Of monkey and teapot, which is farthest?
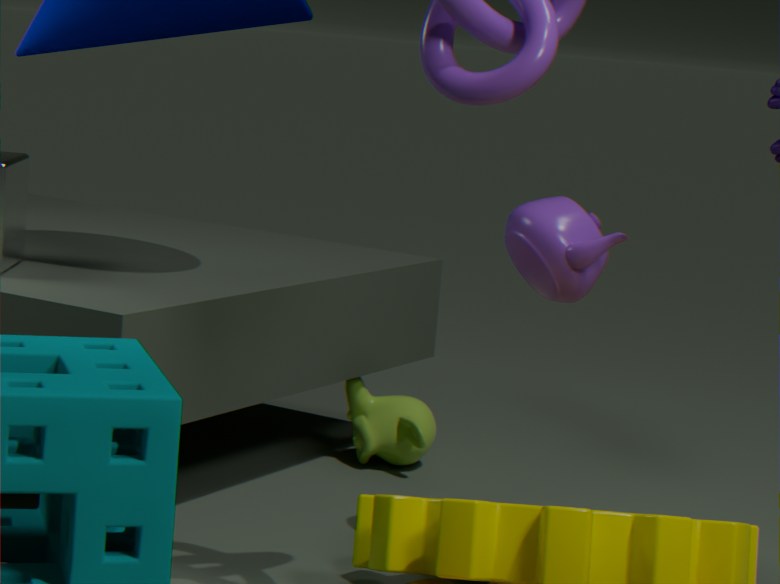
monkey
